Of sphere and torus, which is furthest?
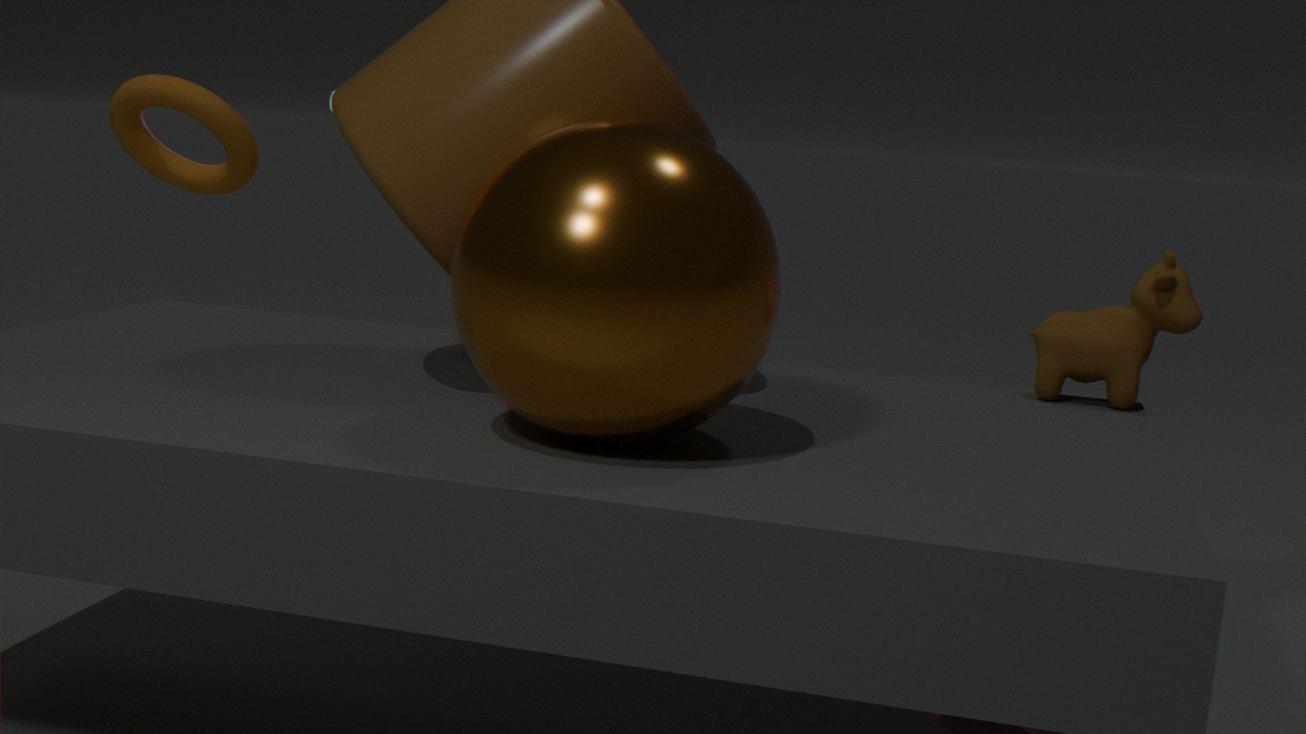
torus
